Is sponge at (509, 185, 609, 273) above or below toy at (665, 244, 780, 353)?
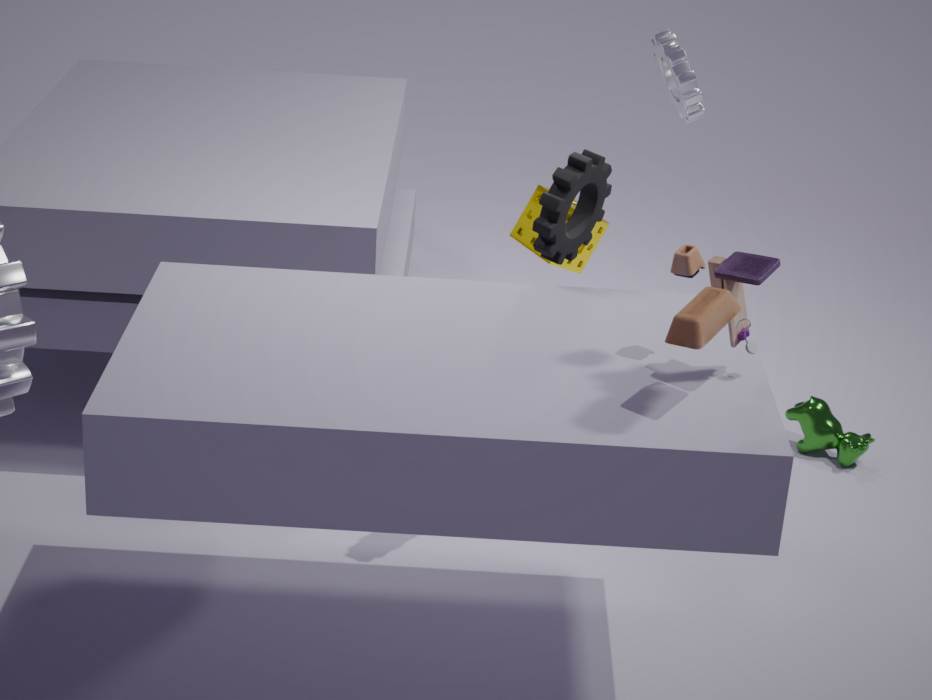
below
